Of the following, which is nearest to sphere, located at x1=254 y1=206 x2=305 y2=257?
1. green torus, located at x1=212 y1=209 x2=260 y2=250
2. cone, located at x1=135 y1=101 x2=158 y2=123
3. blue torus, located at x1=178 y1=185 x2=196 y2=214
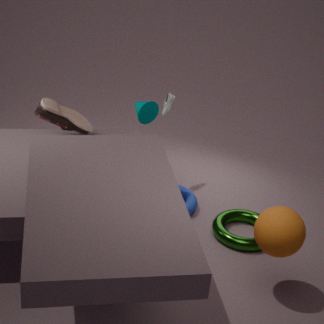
green torus, located at x1=212 y1=209 x2=260 y2=250
